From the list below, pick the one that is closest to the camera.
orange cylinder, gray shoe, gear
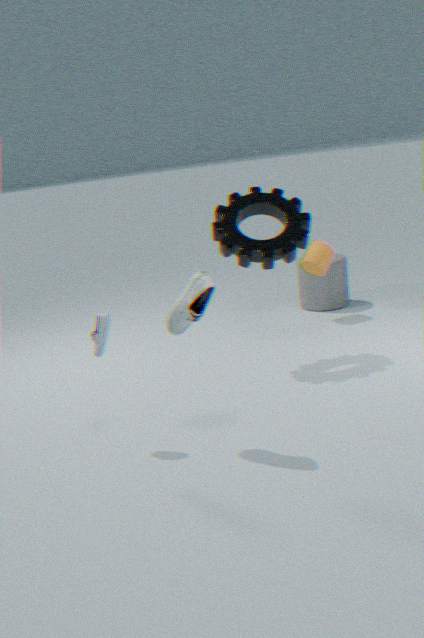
gray shoe
